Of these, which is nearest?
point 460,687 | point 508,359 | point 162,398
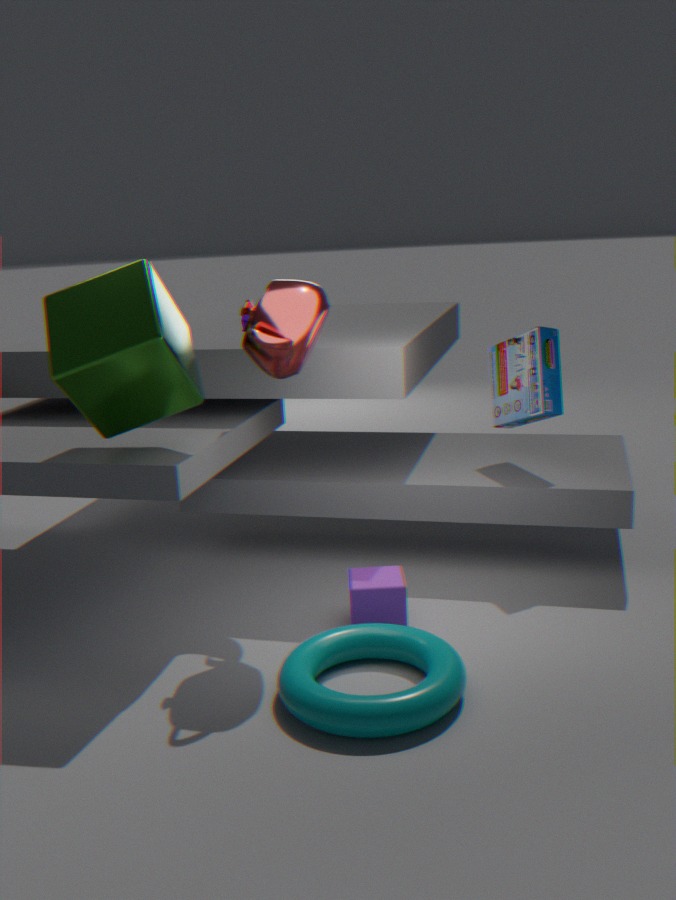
point 460,687
